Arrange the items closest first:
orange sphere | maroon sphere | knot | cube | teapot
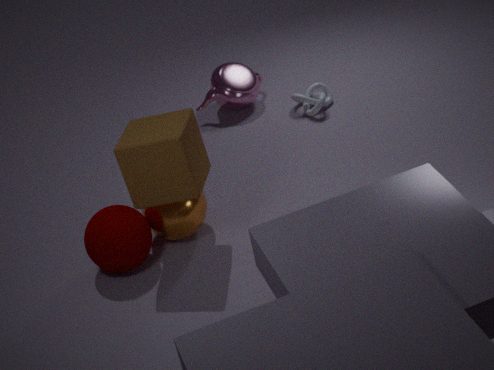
cube, maroon sphere, orange sphere, knot, teapot
